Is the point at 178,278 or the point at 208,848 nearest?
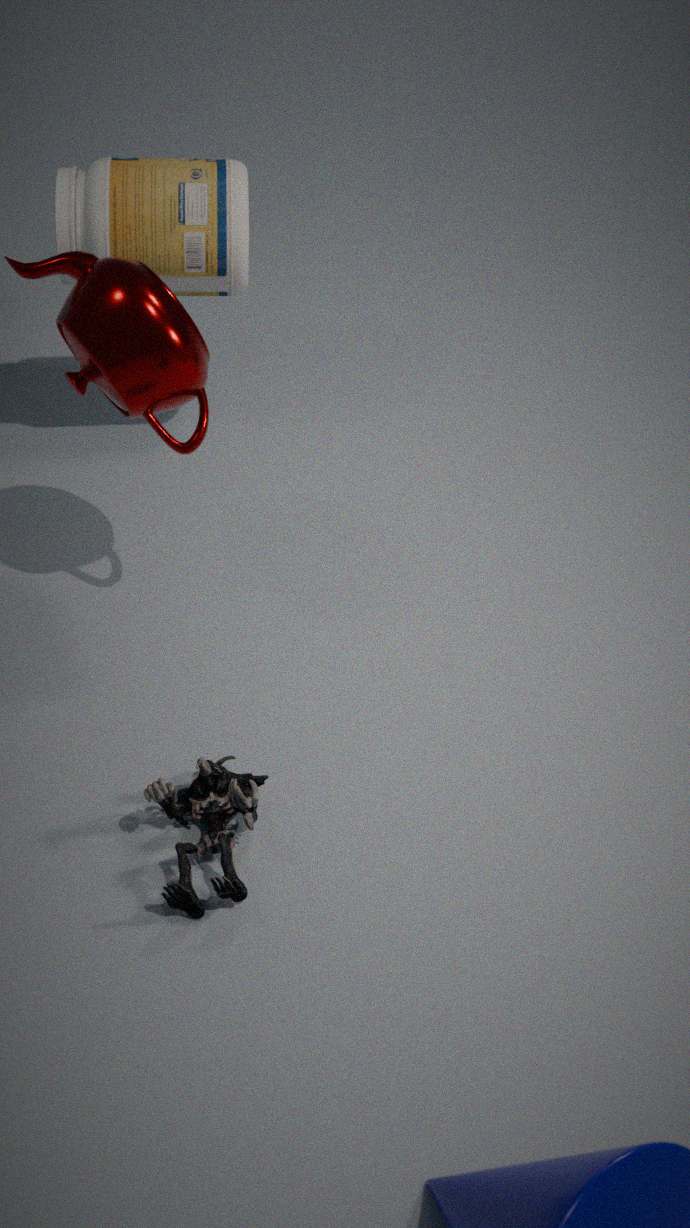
the point at 208,848
